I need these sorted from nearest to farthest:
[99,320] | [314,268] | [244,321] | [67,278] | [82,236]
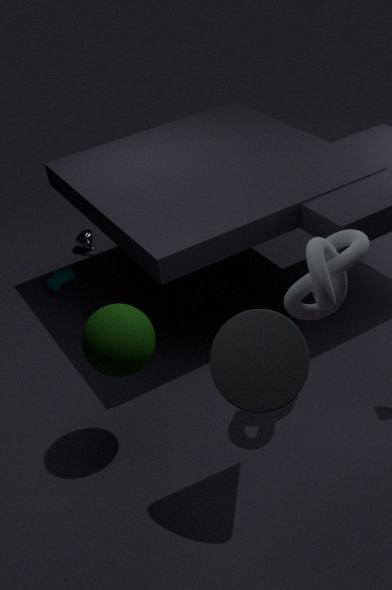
1. [244,321]
2. [314,268]
3. [99,320]
4. [67,278]
5. [82,236]
